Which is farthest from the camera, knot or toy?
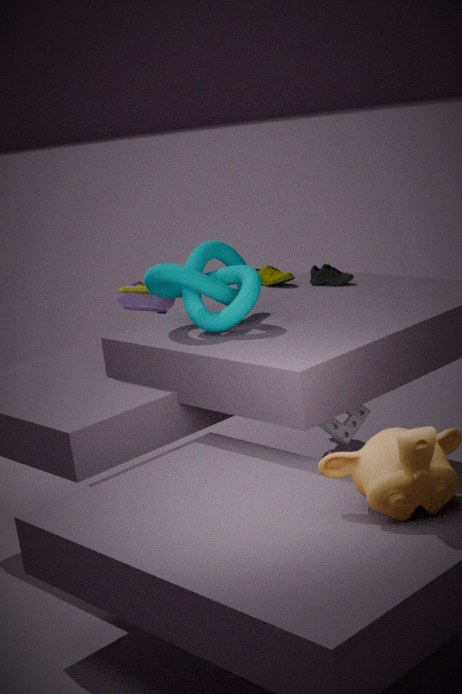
toy
